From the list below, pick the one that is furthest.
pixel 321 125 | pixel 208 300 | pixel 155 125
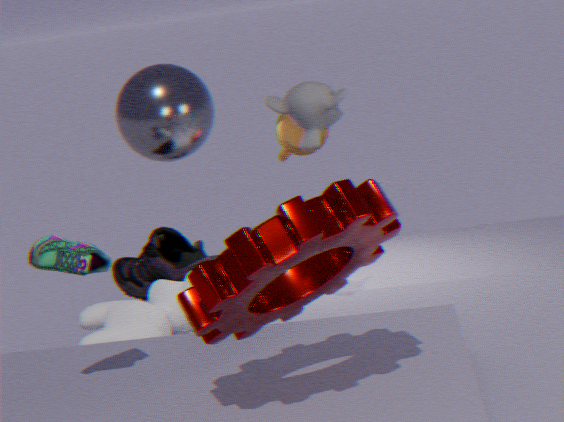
pixel 155 125
